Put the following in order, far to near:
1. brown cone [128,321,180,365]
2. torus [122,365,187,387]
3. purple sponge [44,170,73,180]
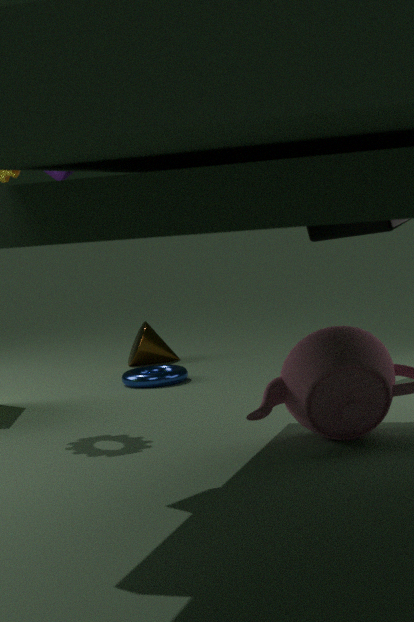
1. brown cone [128,321,180,365]
2. torus [122,365,187,387]
3. purple sponge [44,170,73,180]
